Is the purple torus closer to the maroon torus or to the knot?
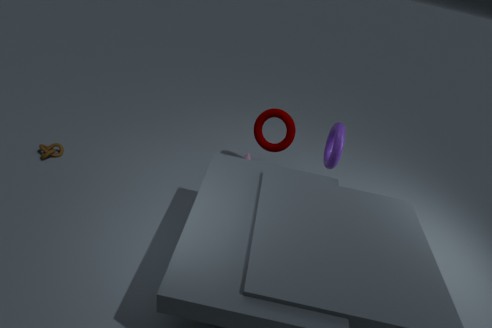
the maroon torus
